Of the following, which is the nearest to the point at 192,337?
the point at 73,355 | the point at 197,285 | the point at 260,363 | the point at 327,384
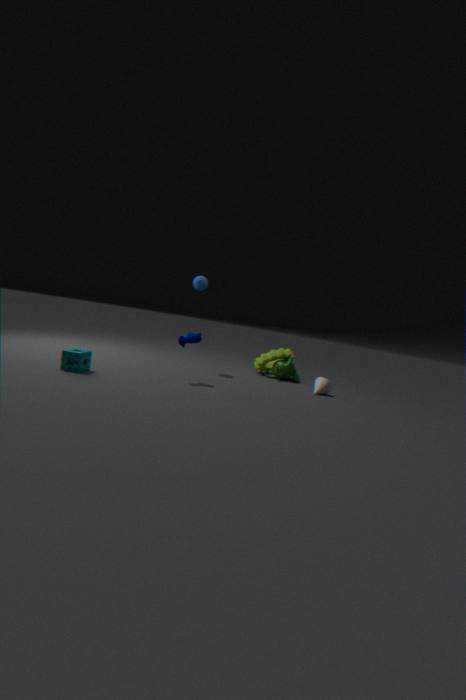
the point at 197,285
